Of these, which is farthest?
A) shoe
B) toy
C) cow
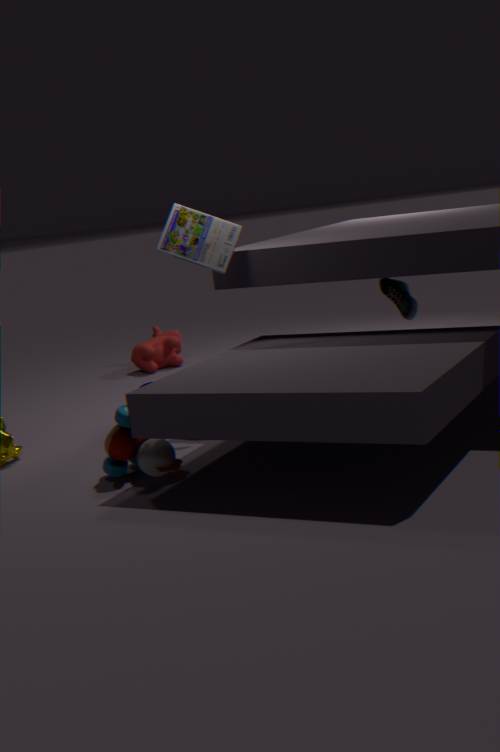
cow
